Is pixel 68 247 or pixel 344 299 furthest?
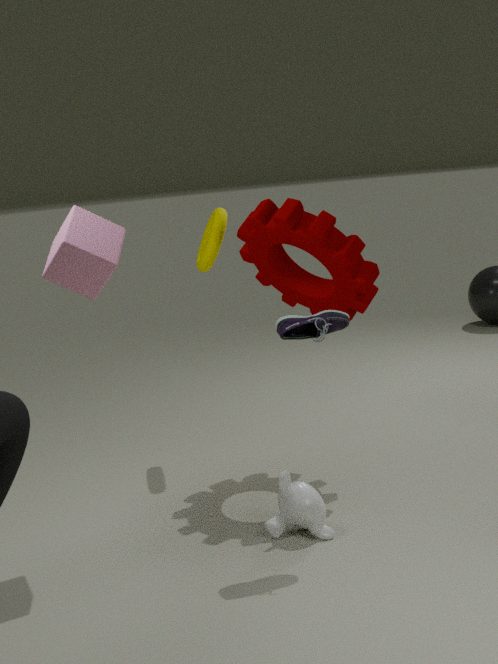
pixel 344 299
